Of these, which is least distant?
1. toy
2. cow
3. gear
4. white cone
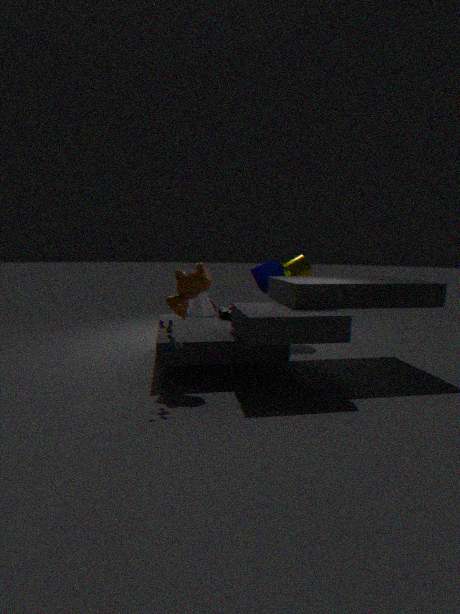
toy
